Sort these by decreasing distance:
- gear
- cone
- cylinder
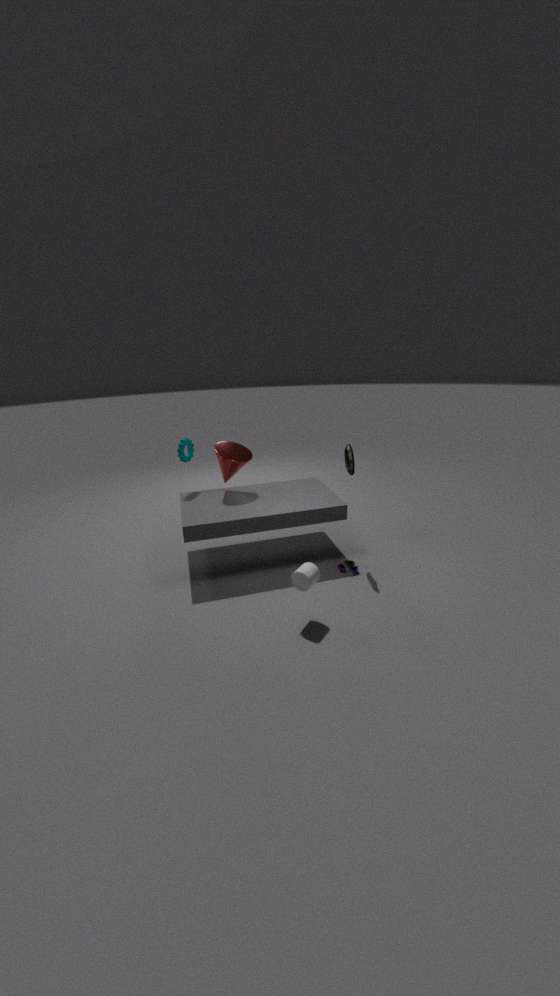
gear, cone, cylinder
